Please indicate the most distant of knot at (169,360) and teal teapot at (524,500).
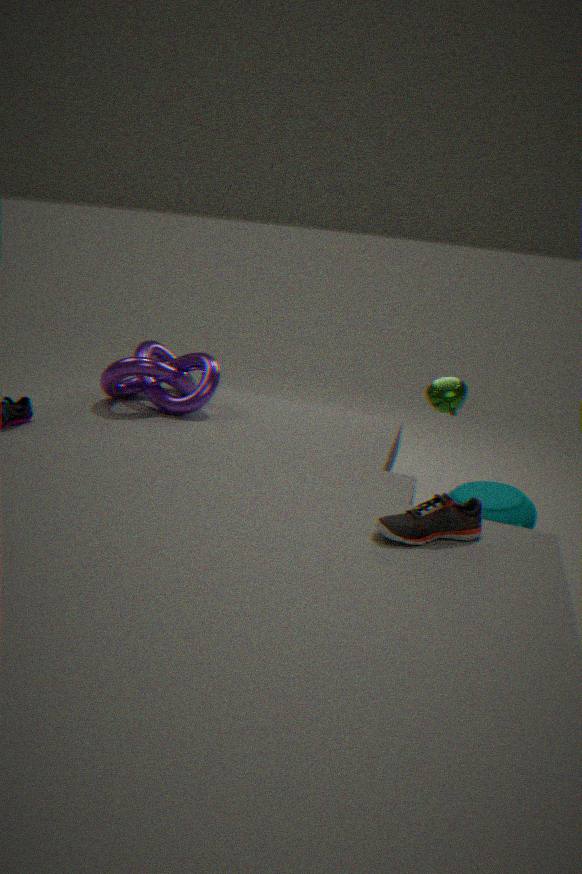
knot at (169,360)
